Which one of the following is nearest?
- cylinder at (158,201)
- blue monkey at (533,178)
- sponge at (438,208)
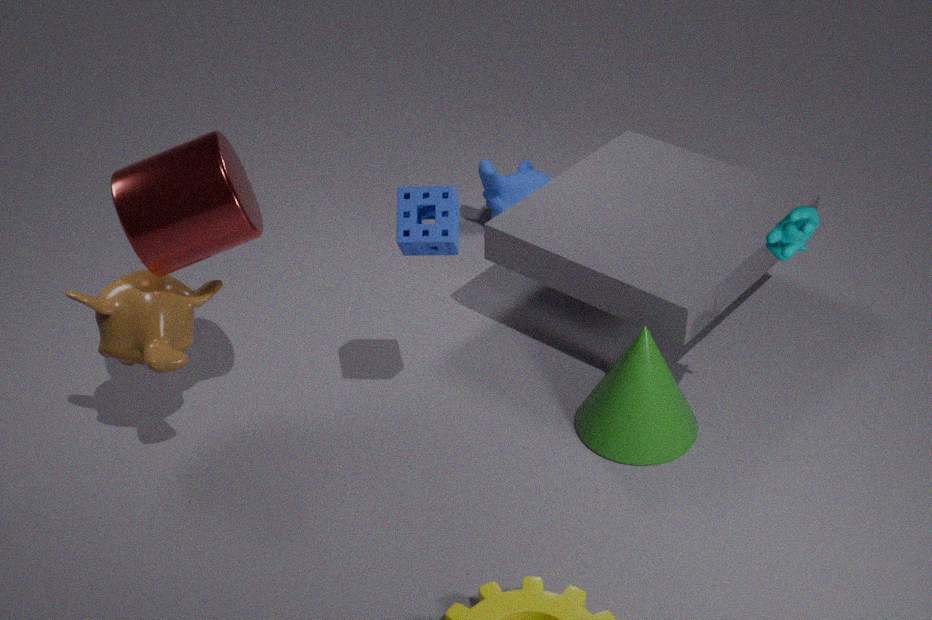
cylinder at (158,201)
